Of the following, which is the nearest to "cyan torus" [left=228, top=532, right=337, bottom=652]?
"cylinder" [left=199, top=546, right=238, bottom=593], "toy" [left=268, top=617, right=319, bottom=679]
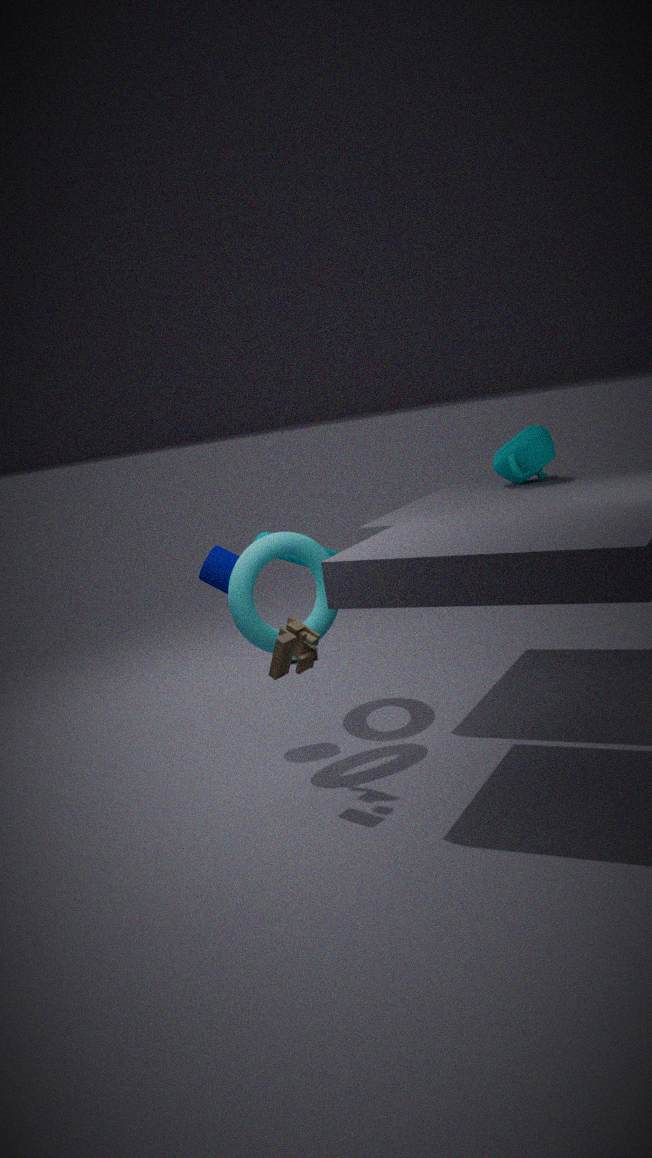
"toy" [left=268, top=617, right=319, bottom=679]
